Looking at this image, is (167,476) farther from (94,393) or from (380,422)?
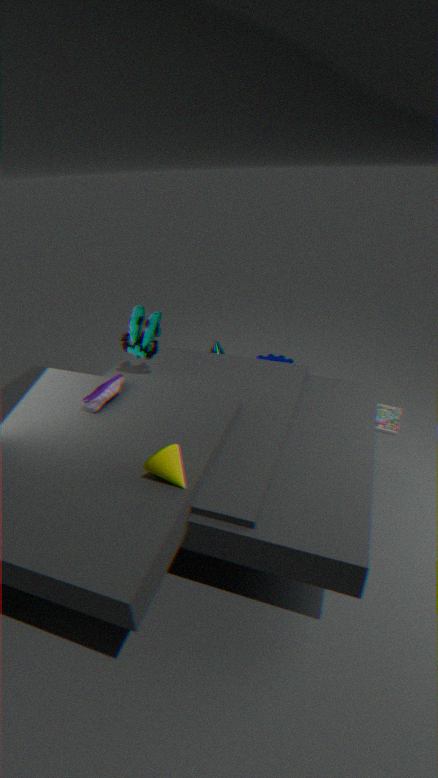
(380,422)
